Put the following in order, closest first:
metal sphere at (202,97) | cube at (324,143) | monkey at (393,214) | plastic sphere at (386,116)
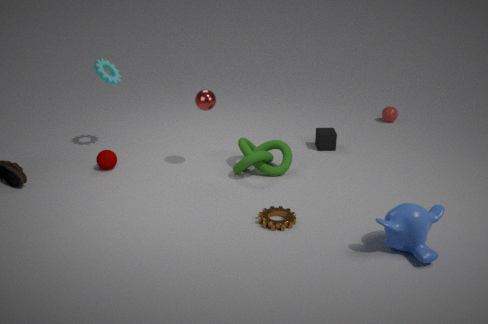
monkey at (393,214)
metal sphere at (202,97)
cube at (324,143)
plastic sphere at (386,116)
